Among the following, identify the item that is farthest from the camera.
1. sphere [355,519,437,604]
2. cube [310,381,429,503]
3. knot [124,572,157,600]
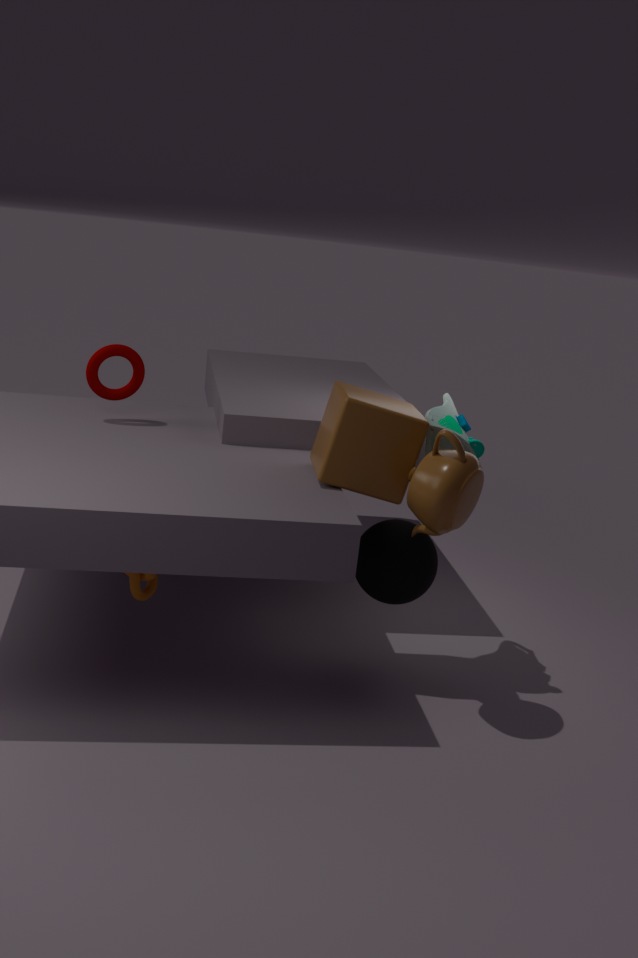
sphere [355,519,437,604]
